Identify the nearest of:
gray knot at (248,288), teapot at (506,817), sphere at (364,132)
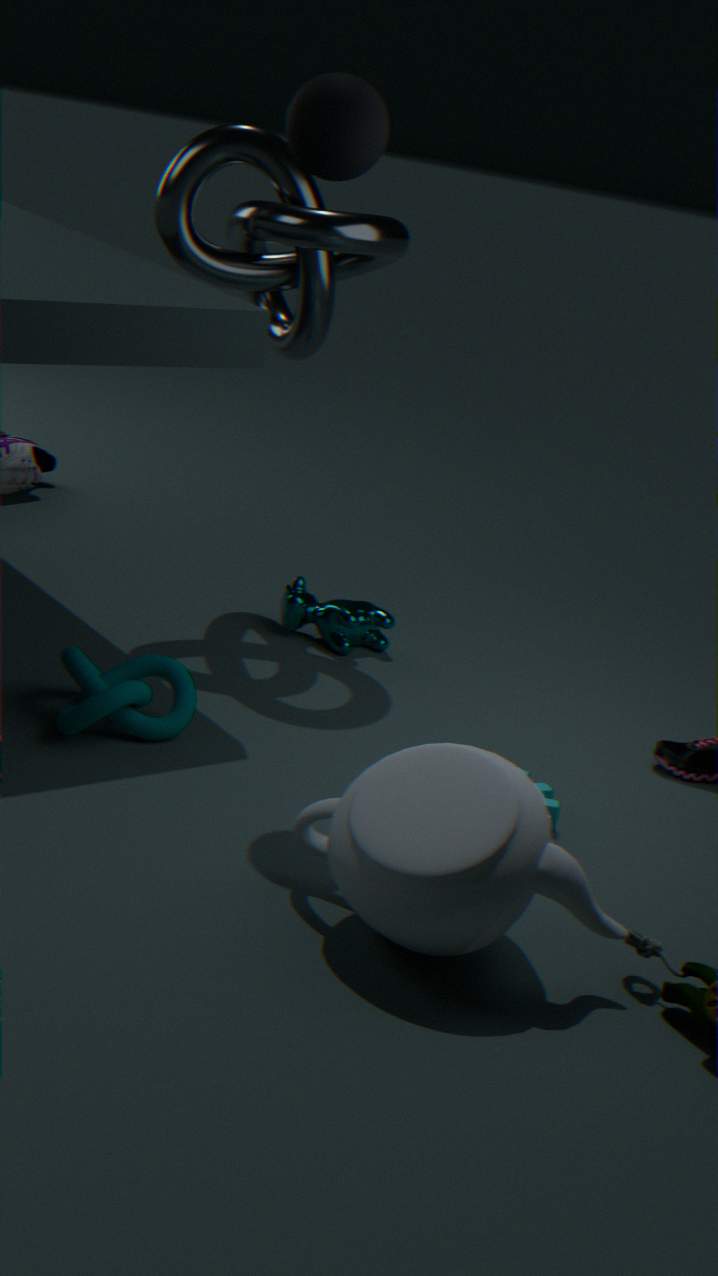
teapot at (506,817)
